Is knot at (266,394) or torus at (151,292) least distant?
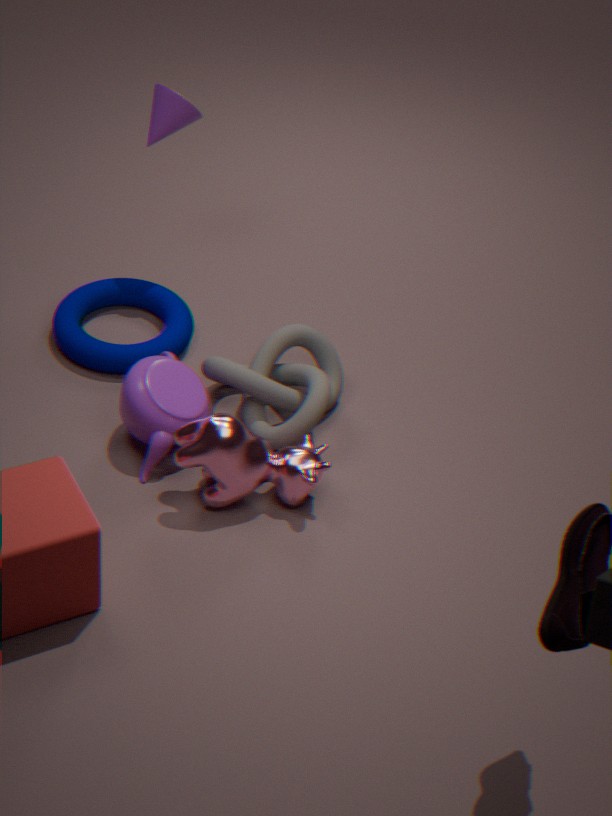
knot at (266,394)
